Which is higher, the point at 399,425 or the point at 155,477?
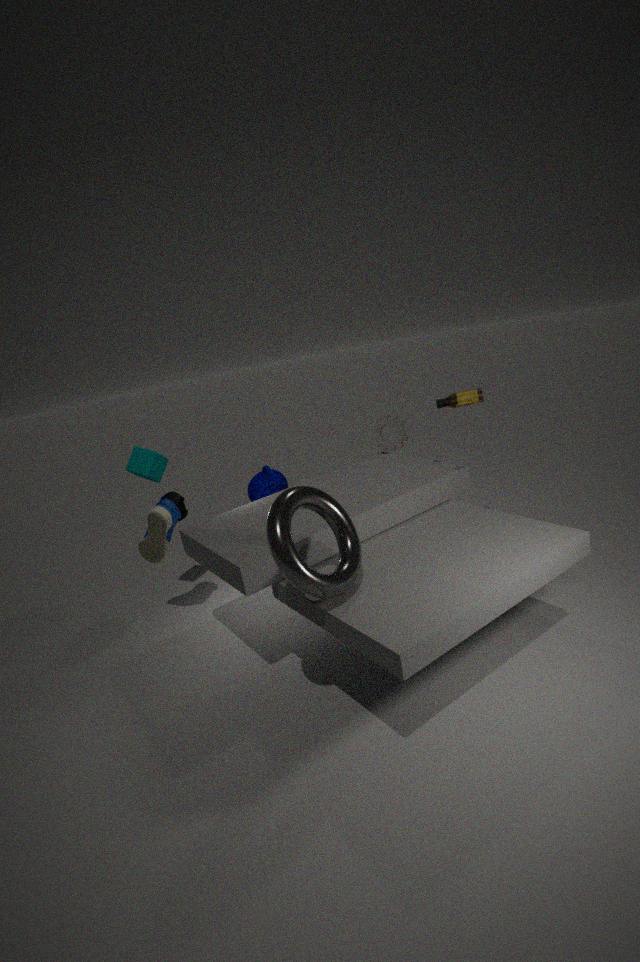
the point at 155,477
